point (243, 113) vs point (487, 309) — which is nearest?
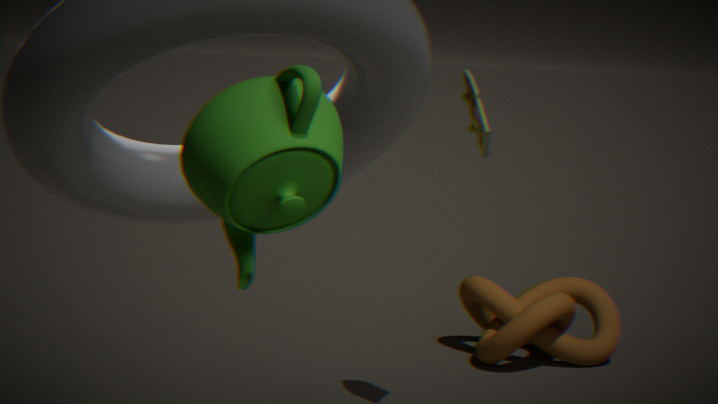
point (243, 113)
